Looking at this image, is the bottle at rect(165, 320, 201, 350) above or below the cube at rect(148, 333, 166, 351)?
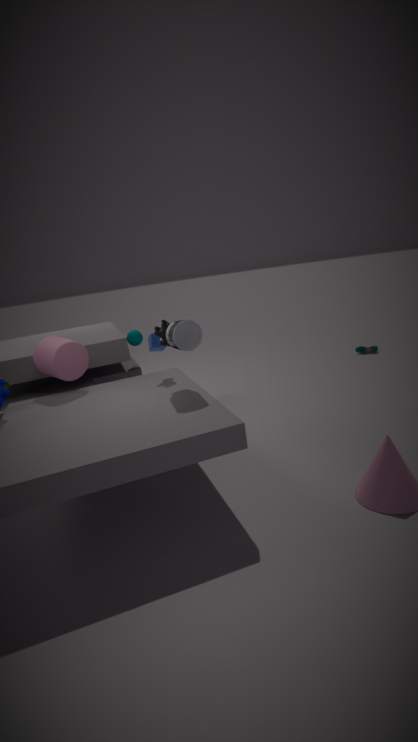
above
